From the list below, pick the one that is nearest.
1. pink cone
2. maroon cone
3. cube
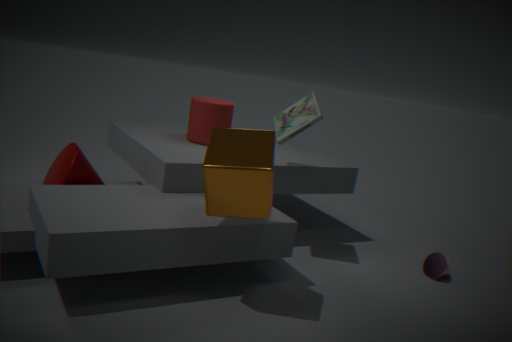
cube
